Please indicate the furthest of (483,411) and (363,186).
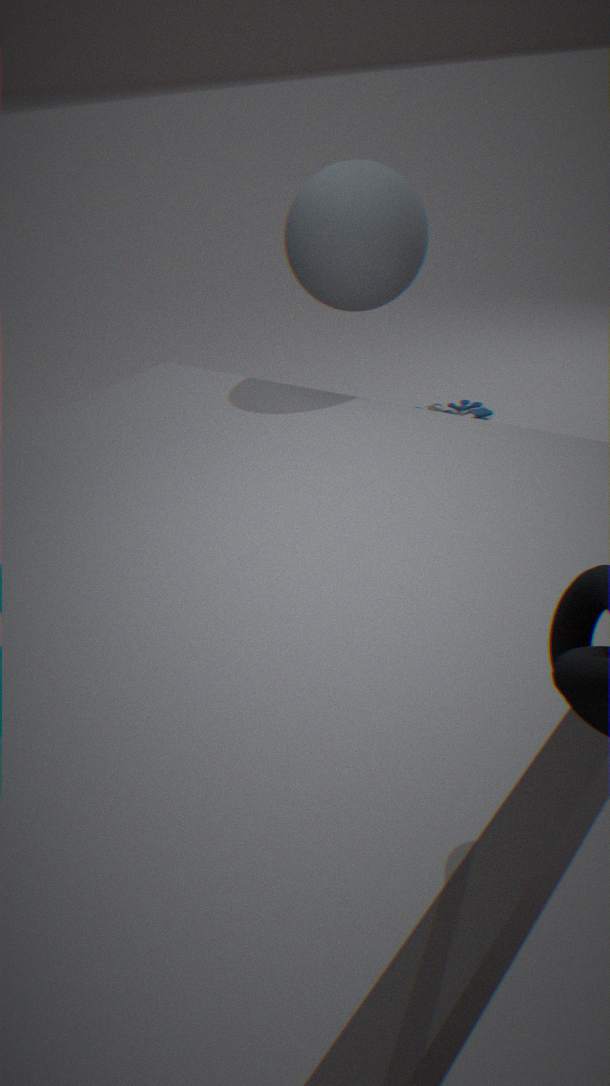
(483,411)
